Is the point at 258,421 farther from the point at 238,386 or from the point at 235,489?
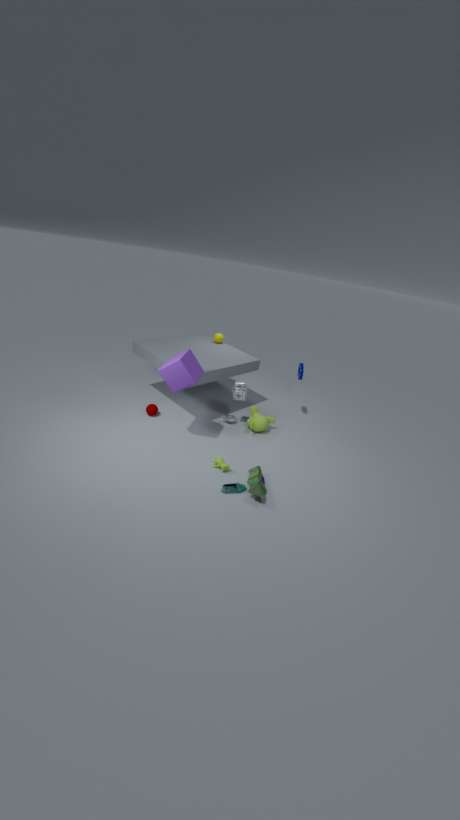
the point at 235,489
